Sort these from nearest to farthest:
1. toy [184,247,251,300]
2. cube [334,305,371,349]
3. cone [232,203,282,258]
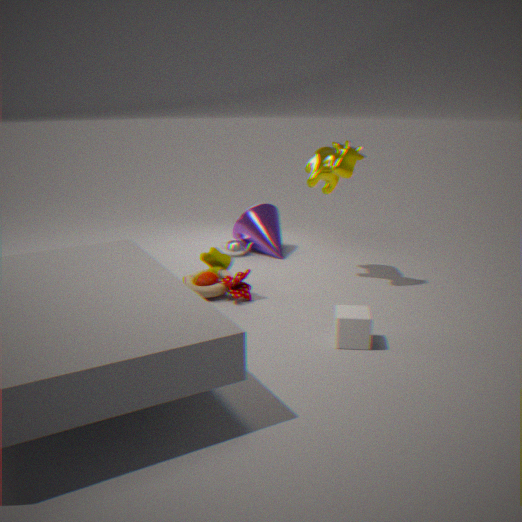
cube [334,305,371,349] → toy [184,247,251,300] → cone [232,203,282,258]
